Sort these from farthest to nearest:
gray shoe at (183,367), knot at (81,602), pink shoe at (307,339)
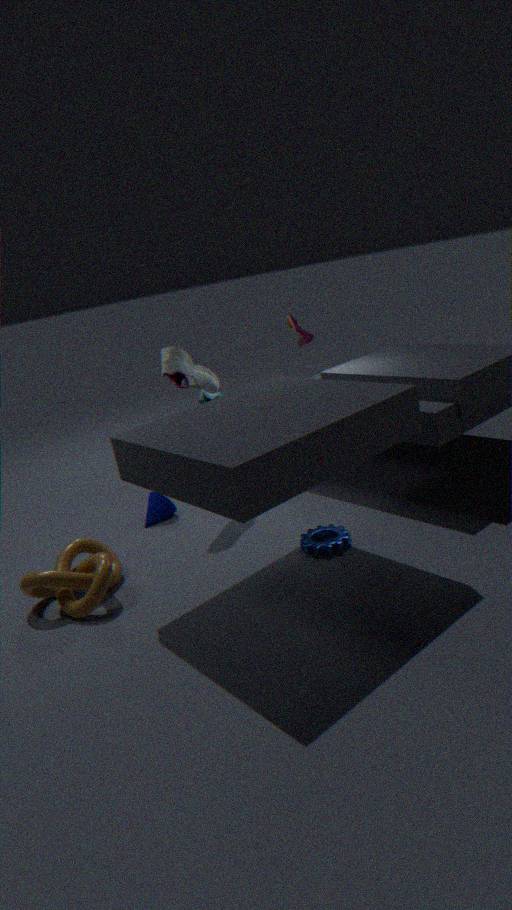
1. pink shoe at (307,339)
2. gray shoe at (183,367)
3. knot at (81,602)
